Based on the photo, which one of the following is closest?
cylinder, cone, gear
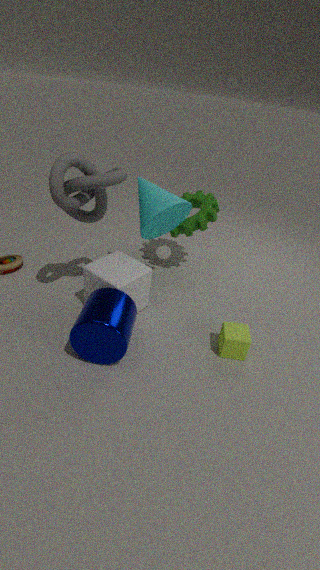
cylinder
